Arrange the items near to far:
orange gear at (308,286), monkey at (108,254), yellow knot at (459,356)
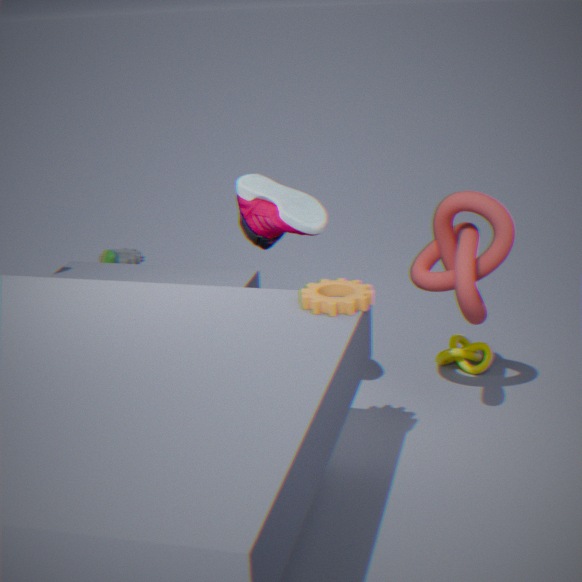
orange gear at (308,286), yellow knot at (459,356), monkey at (108,254)
